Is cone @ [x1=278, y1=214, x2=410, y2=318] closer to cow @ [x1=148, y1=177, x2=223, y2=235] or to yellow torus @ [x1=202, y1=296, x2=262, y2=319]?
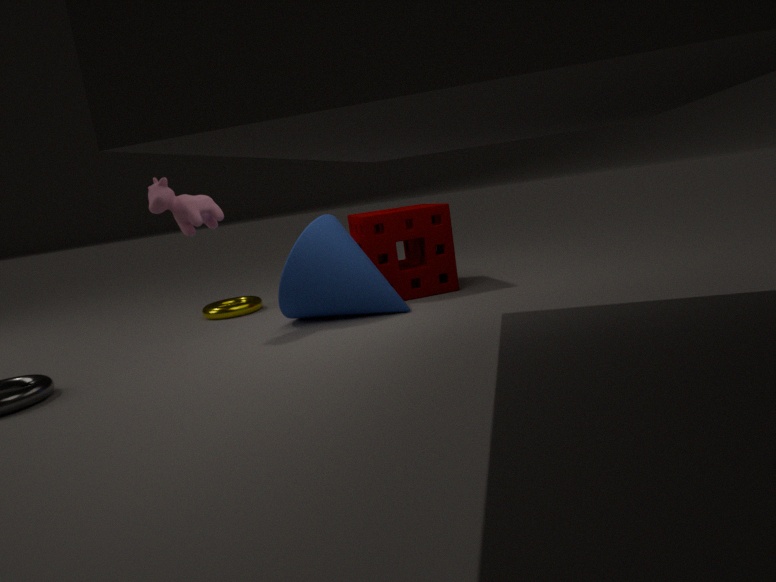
cow @ [x1=148, y1=177, x2=223, y2=235]
